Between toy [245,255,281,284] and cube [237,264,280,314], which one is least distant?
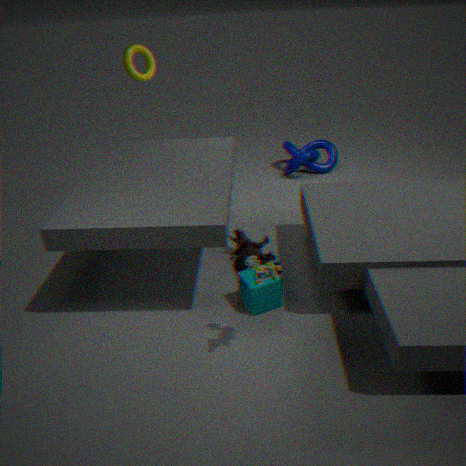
toy [245,255,281,284]
